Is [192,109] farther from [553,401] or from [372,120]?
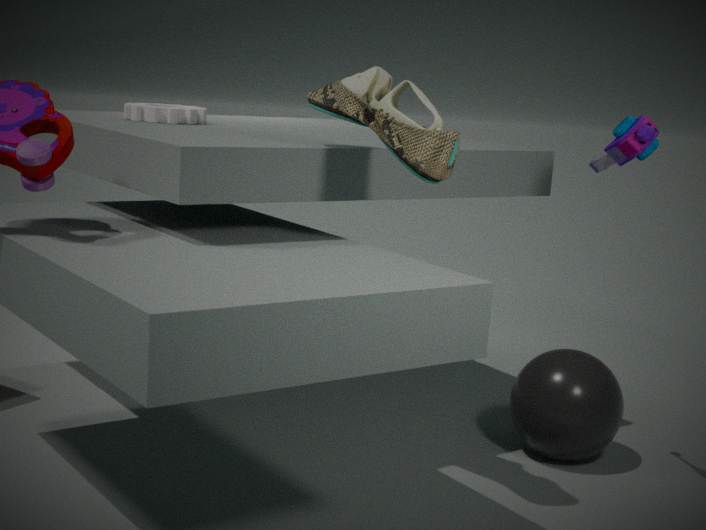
[553,401]
